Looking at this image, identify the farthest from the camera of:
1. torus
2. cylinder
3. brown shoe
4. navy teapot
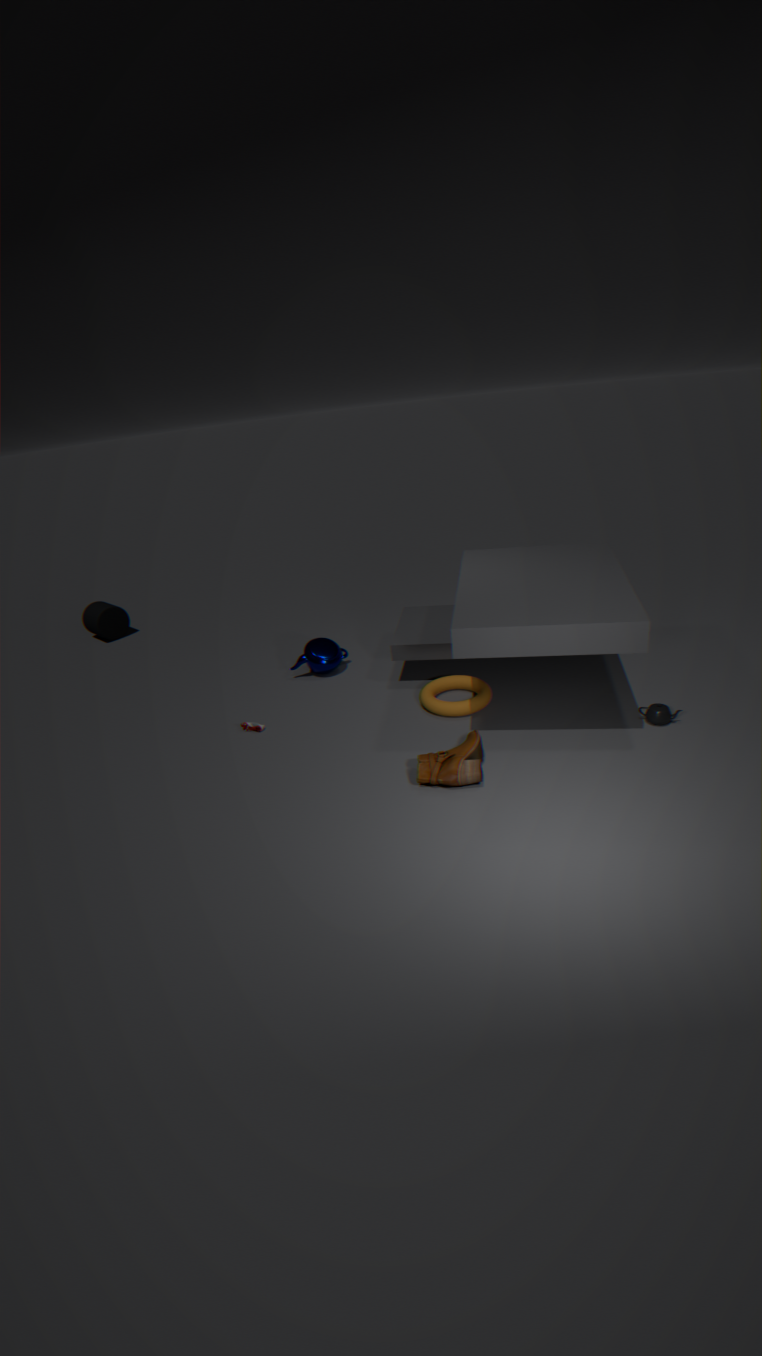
cylinder
